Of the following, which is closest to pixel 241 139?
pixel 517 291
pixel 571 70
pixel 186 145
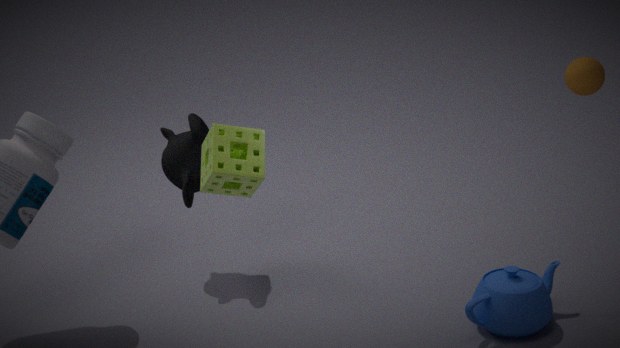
pixel 186 145
